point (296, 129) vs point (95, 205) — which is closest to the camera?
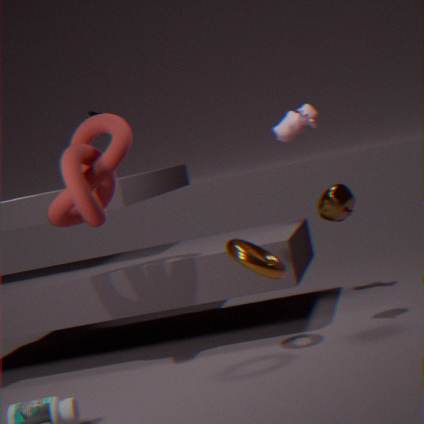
point (95, 205)
